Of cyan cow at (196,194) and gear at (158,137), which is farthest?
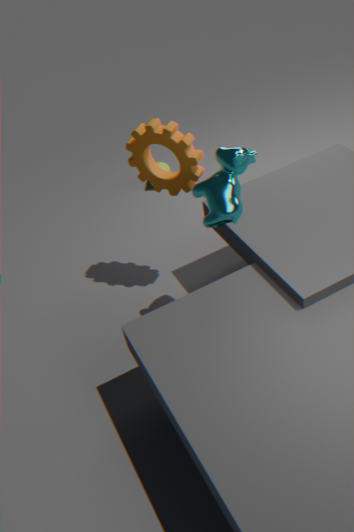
gear at (158,137)
